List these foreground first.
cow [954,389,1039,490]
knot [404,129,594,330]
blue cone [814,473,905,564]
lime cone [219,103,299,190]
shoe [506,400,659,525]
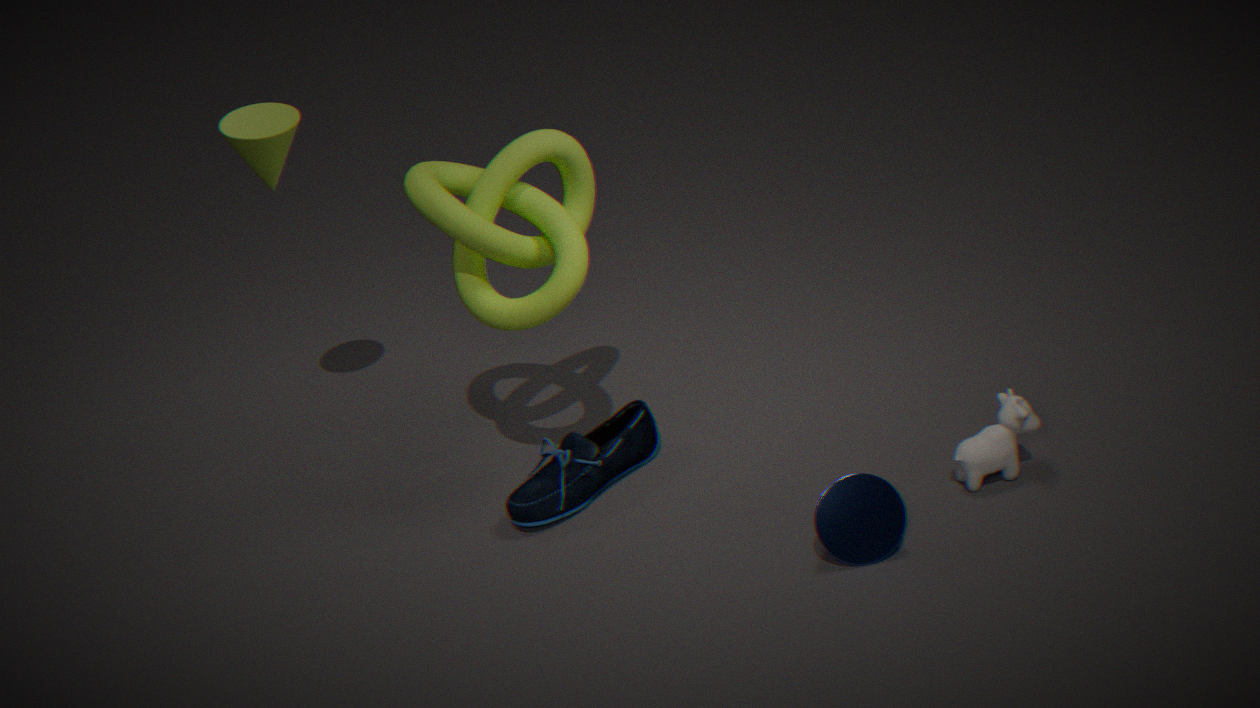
1. blue cone [814,473,905,564]
2. cow [954,389,1039,490]
3. knot [404,129,594,330]
4. shoe [506,400,659,525]
5. lime cone [219,103,299,190]
